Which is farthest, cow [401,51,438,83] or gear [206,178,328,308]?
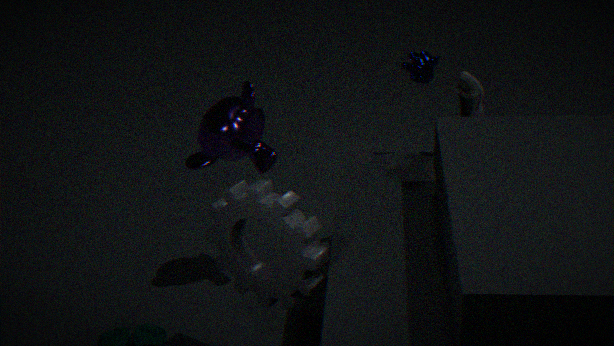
cow [401,51,438,83]
